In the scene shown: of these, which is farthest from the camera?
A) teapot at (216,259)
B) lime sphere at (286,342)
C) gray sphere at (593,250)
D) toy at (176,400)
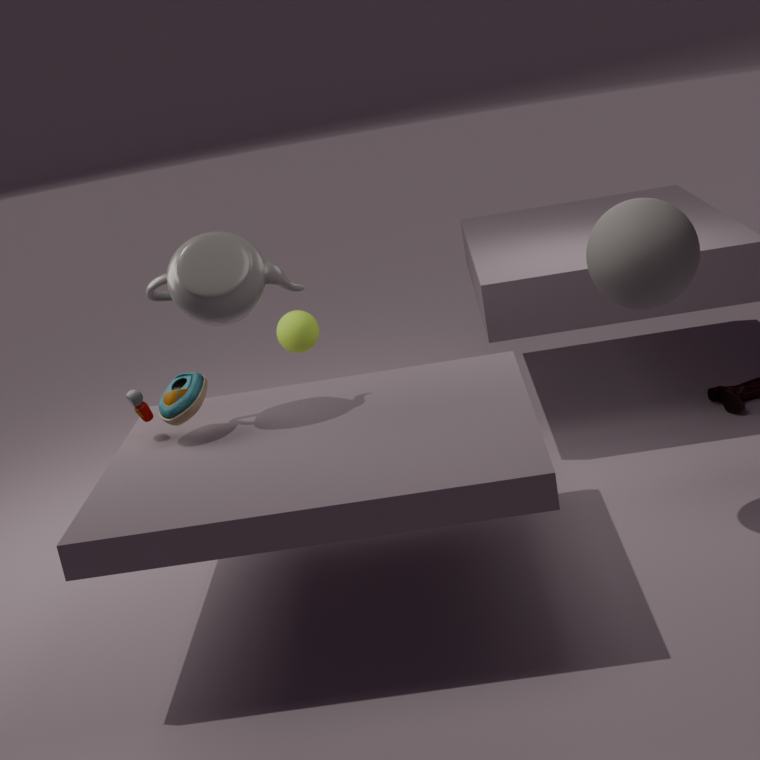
lime sphere at (286,342)
